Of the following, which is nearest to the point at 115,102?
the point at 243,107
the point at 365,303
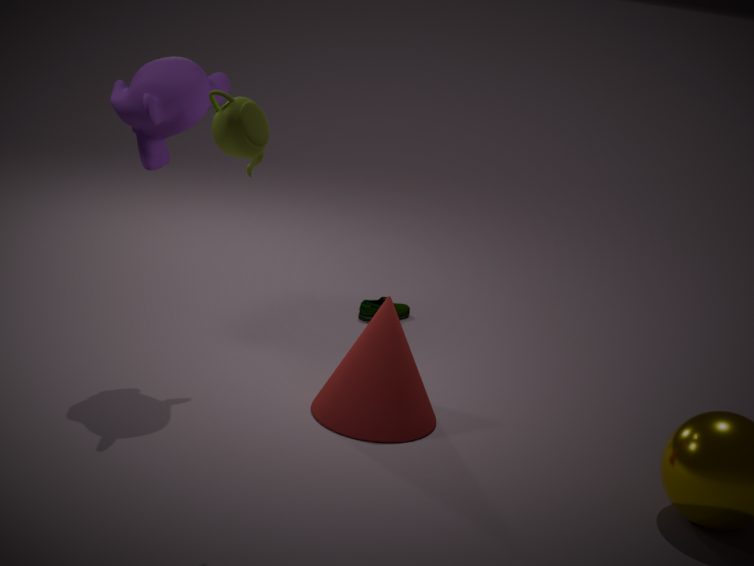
the point at 243,107
